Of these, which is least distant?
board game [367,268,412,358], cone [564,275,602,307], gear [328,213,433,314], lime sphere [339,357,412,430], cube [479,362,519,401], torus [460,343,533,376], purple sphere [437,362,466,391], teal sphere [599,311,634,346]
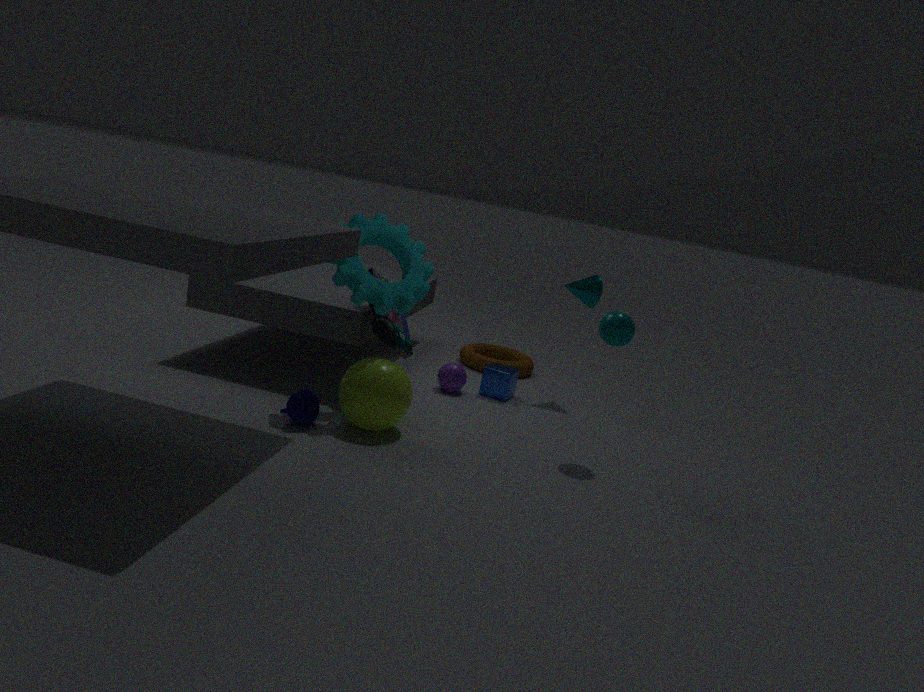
lime sphere [339,357,412,430]
